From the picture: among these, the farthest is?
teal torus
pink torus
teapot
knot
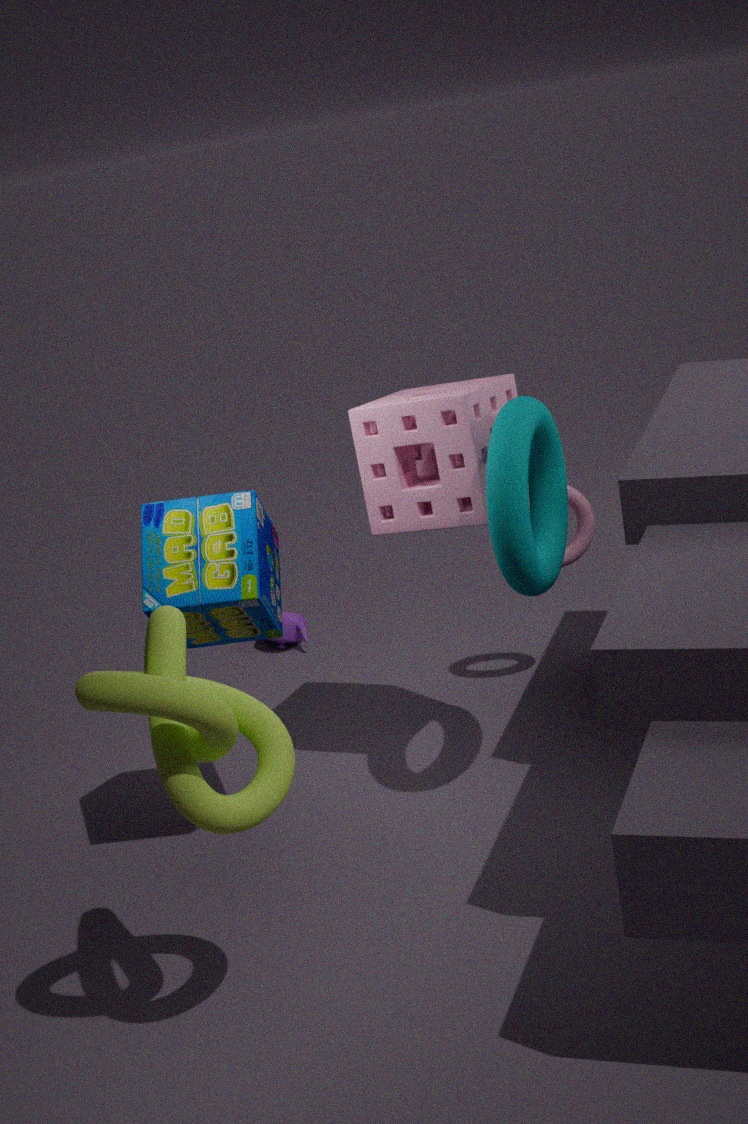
teapot
